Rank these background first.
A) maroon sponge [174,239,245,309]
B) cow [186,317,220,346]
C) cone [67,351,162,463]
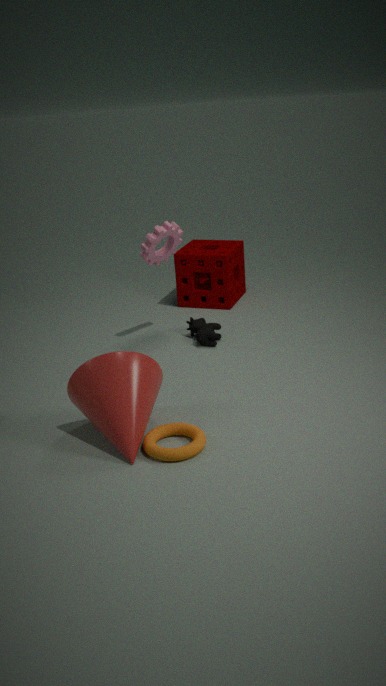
maroon sponge [174,239,245,309]
cow [186,317,220,346]
cone [67,351,162,463]
